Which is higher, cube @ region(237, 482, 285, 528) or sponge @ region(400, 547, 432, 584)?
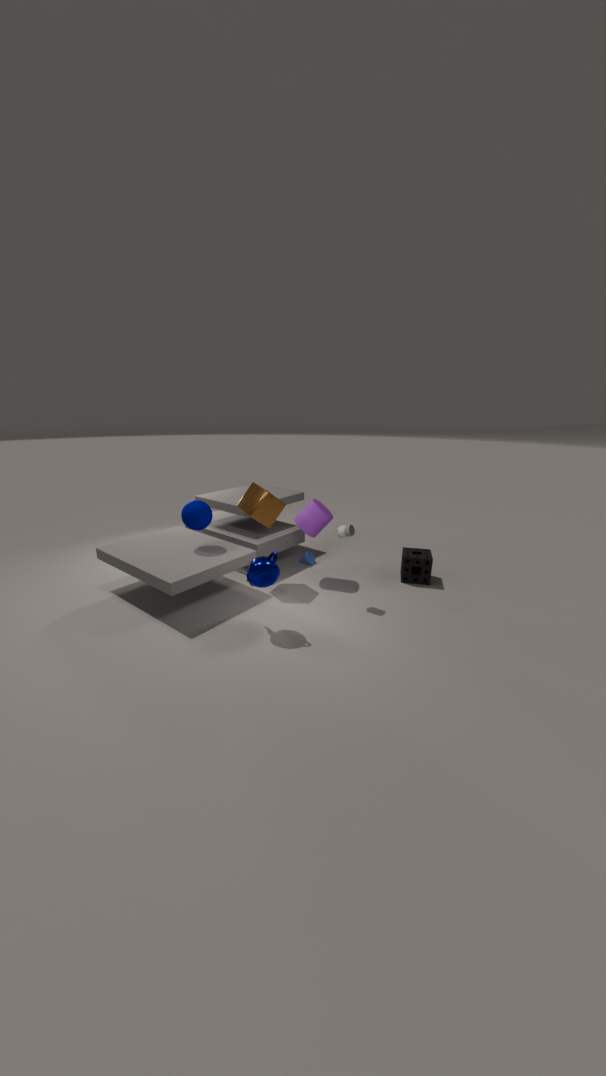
cube @ region(237, 482, 285, 528)
